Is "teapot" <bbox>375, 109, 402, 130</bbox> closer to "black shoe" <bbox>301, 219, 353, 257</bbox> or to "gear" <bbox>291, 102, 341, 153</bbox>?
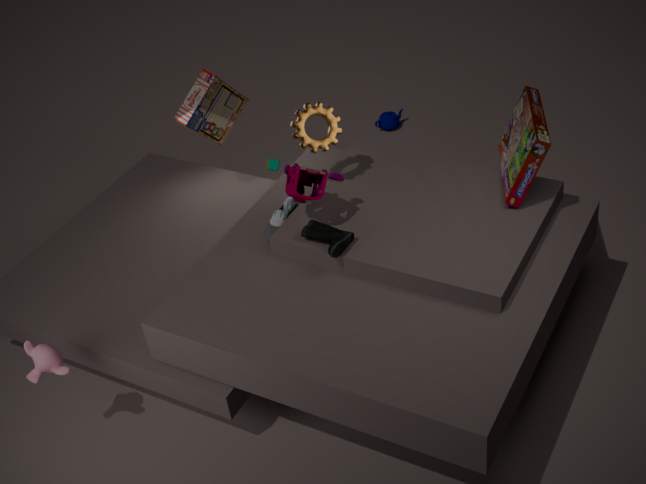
"gear" <bbox>291, 102, 341, 153</bbox>
